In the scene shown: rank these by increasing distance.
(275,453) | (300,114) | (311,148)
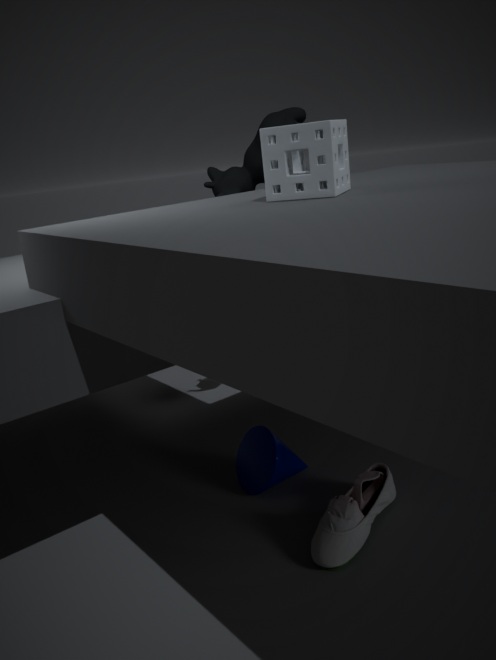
(311,148) → (275,453) → (300,114)
